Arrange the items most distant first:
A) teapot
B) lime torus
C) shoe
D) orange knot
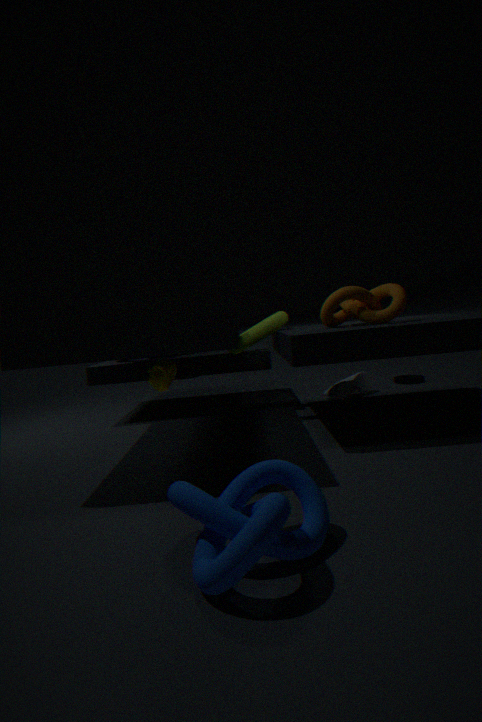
shoe → lime torus → orange knot → teapot
